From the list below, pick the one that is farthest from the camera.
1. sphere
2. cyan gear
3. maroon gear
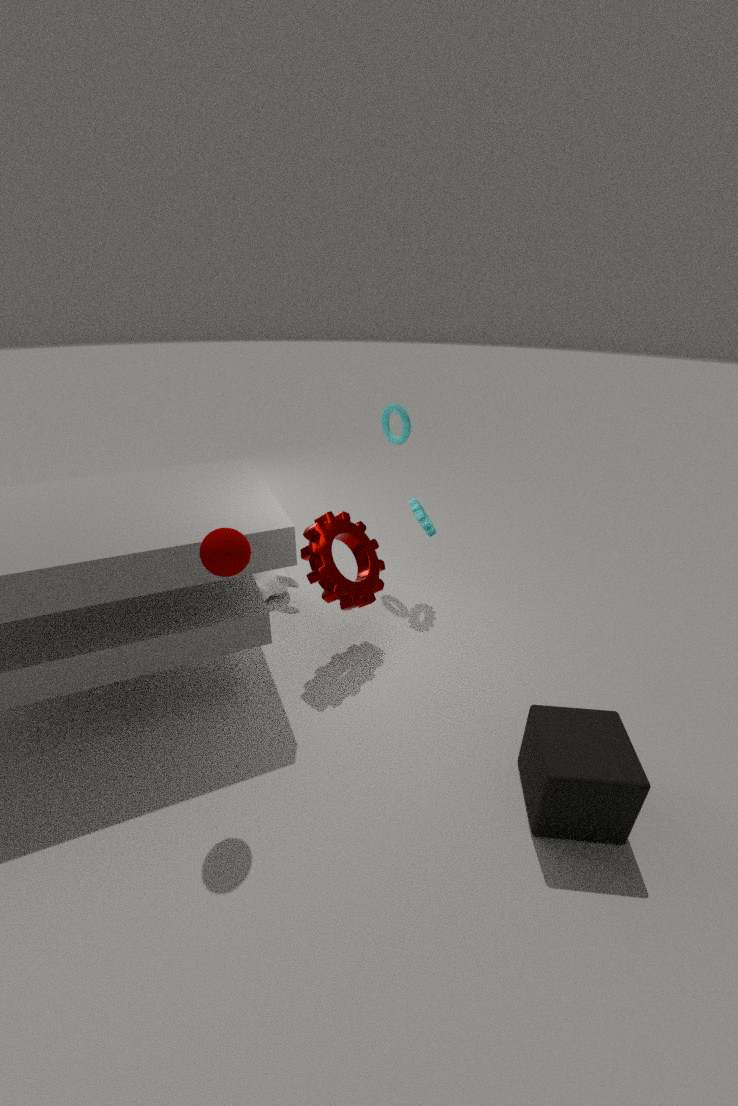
cyan gear
